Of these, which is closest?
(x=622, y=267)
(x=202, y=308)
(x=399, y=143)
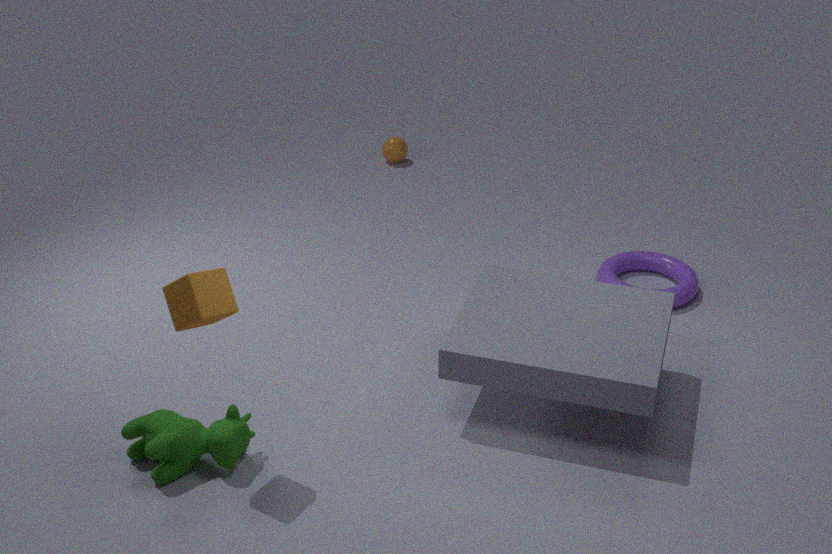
(x=202, y=308)
